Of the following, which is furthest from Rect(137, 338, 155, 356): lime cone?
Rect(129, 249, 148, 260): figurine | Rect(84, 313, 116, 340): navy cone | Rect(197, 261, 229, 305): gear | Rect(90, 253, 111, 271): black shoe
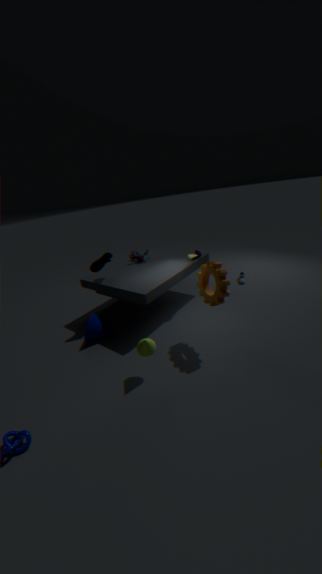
Rect(129, 249, 148, 260): figurine
